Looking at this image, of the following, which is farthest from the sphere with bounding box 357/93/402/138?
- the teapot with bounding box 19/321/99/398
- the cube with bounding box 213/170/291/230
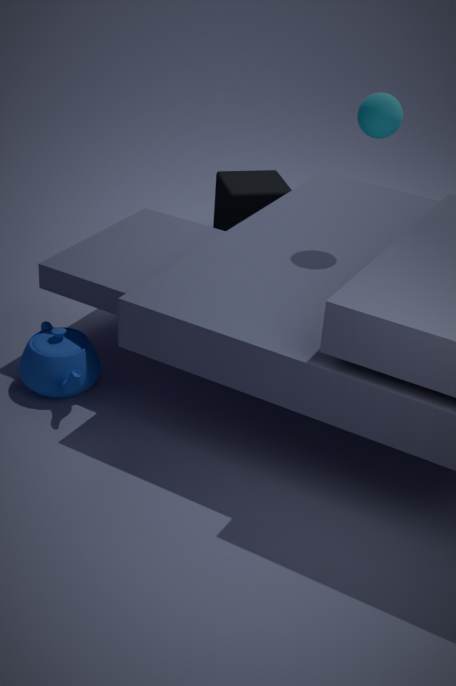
the teapot with bounding box 19/321/99/398
